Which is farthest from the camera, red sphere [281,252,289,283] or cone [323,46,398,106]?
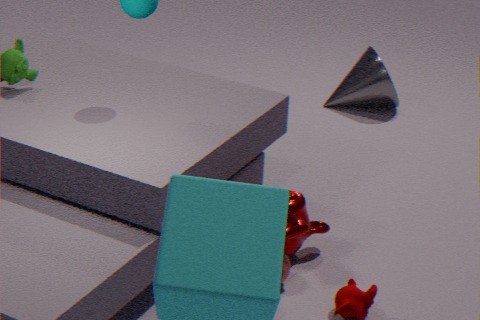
cone [323,46,398,106]
